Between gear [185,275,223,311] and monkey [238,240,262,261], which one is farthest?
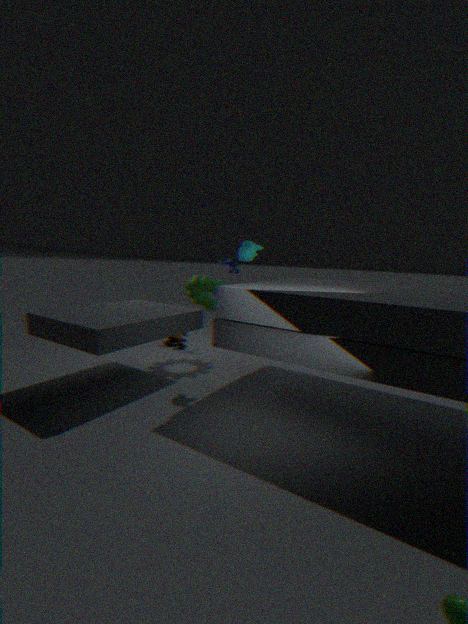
gear [185,275,223,311]
